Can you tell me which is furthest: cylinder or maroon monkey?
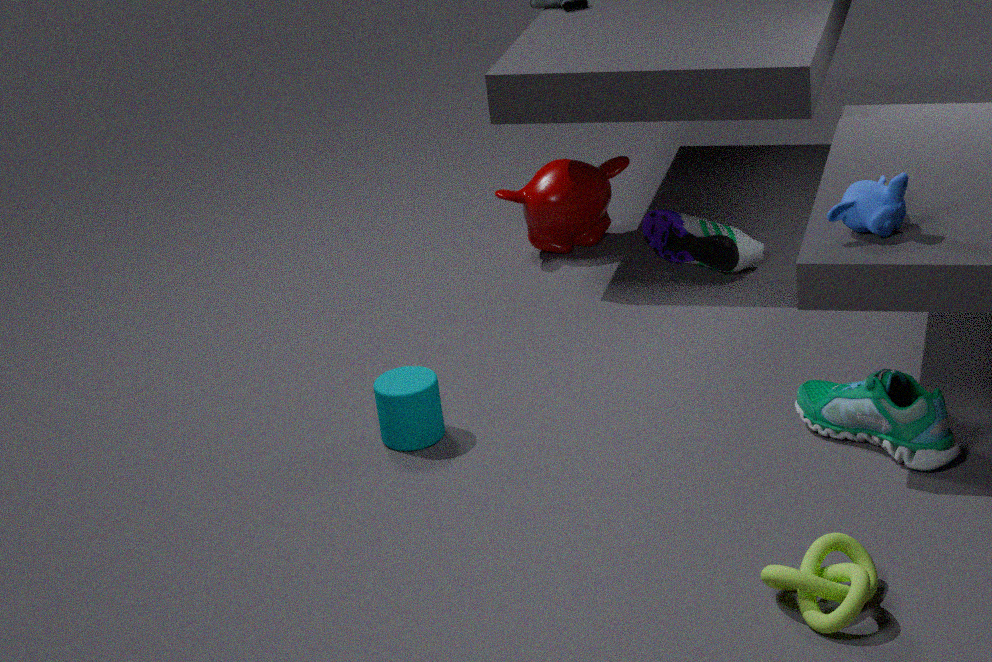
maroon monkey
